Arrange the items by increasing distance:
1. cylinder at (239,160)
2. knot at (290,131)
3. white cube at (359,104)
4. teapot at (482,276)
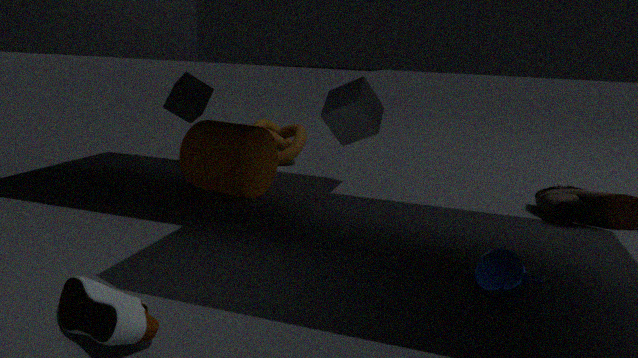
teapot at (482,276) < white cube at (359,104) < cylinder at (239,160) < knot at (290,131)
